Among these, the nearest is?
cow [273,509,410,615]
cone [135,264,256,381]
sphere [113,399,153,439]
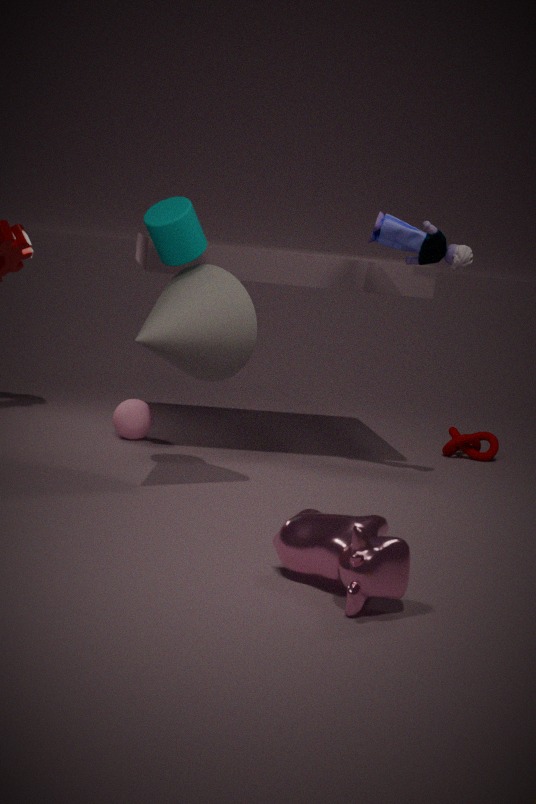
cow [273,509,410,615]
